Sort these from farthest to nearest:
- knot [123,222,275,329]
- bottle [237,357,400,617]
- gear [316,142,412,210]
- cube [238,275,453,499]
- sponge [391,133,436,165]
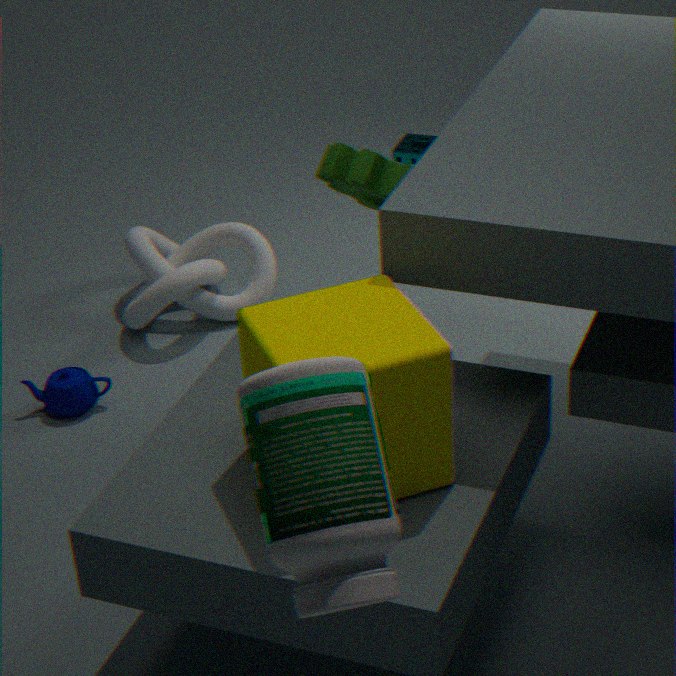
sponge [391,133,436,165]
knot [123,222,275,329]
gear [316,142,412,210]
cube [238,275,453,499]
bottle [237,357,400,617]
